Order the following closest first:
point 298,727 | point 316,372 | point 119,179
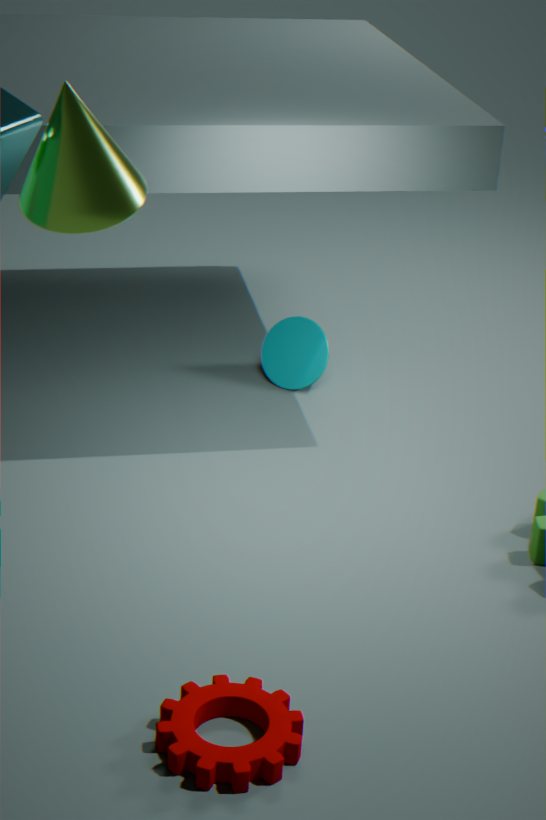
point 119,179, point 298,727, point 316,372
